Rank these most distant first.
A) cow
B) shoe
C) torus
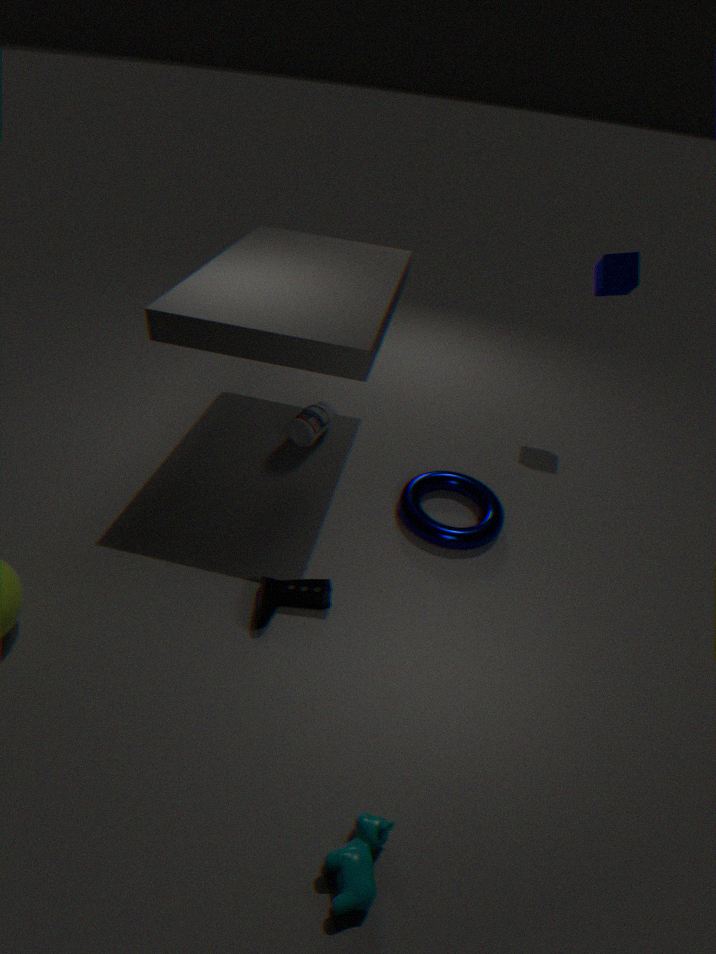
torus, shoe, cow
